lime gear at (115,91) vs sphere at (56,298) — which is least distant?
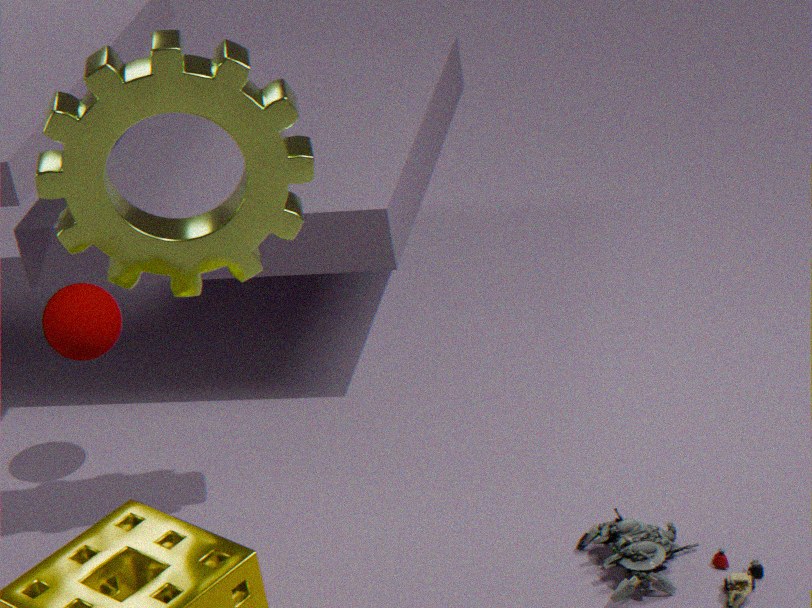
lime gear at (115,91)
